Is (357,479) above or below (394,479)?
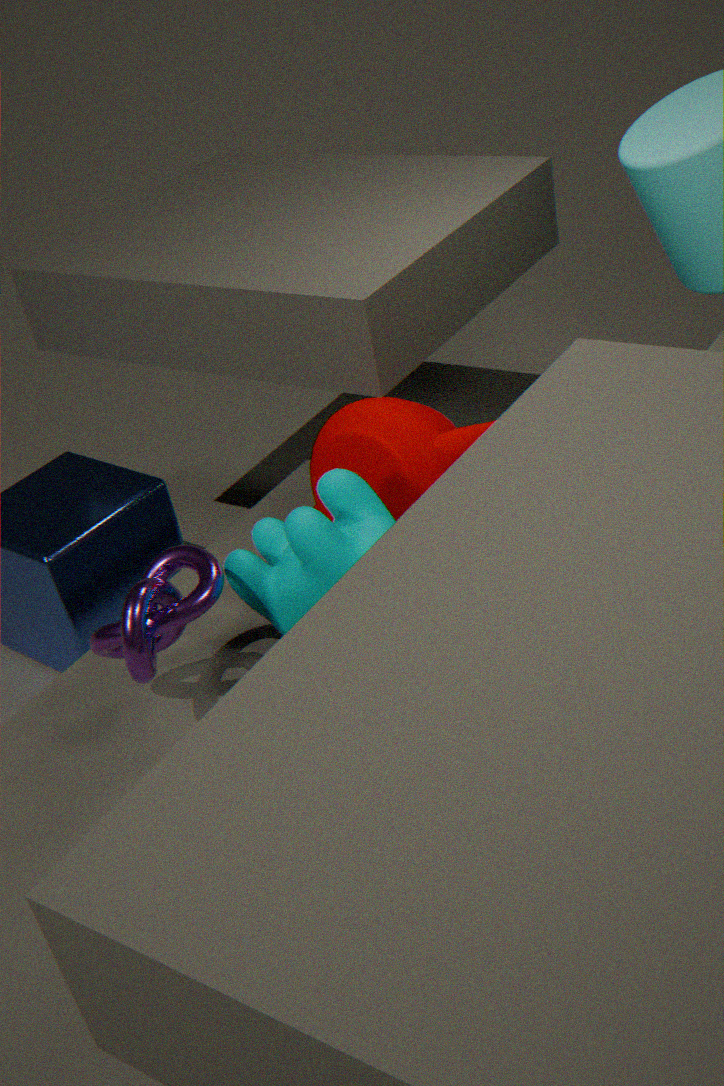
below
